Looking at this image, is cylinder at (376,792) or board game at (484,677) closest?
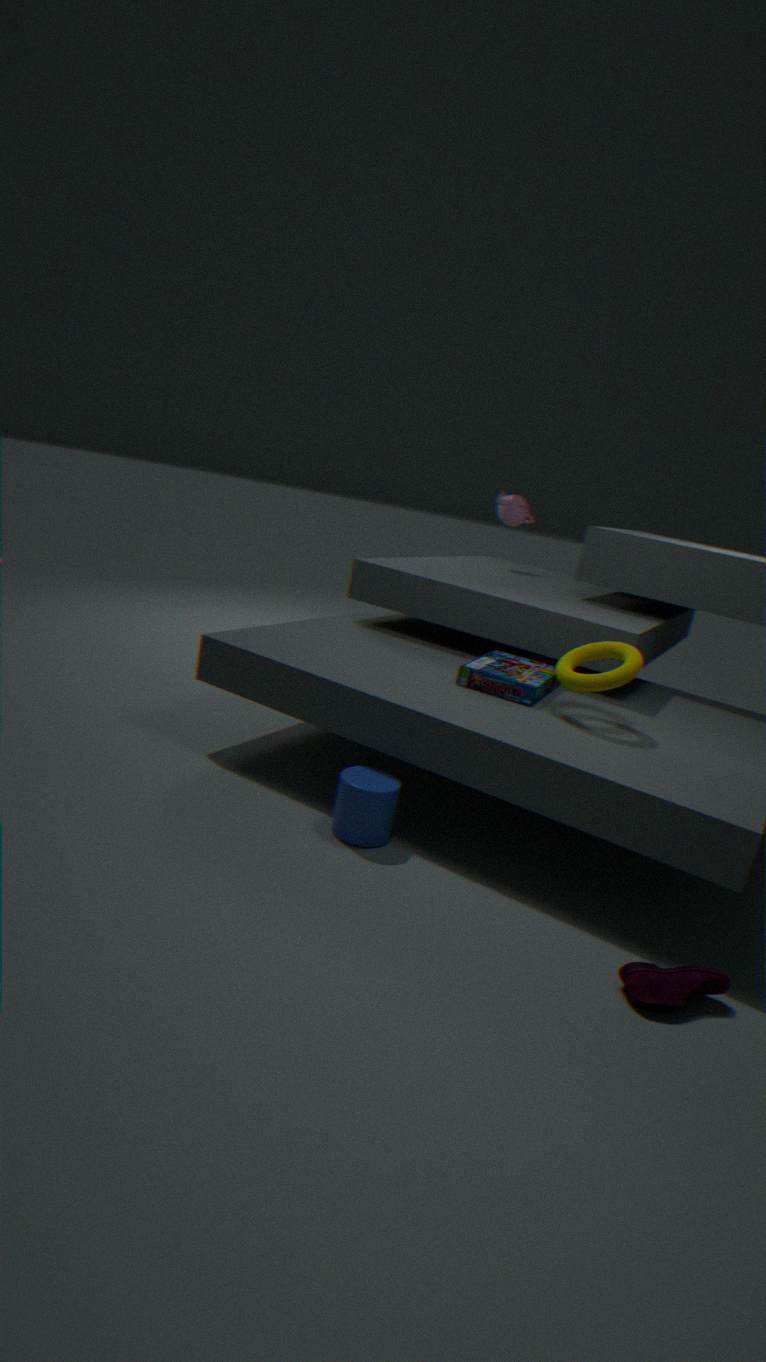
cylinder at (376,792)
